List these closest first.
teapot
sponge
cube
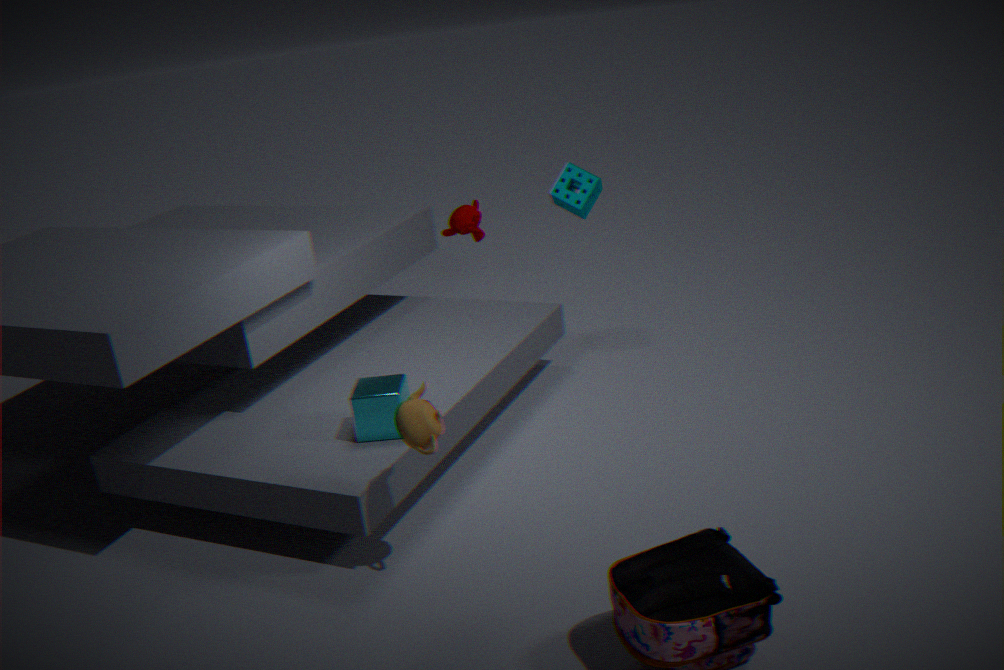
teapot
cube
sponge
